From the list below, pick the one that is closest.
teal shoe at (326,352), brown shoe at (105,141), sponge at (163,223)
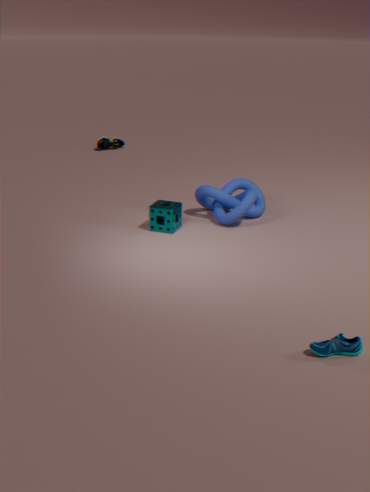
teal shoe at (326,352)
